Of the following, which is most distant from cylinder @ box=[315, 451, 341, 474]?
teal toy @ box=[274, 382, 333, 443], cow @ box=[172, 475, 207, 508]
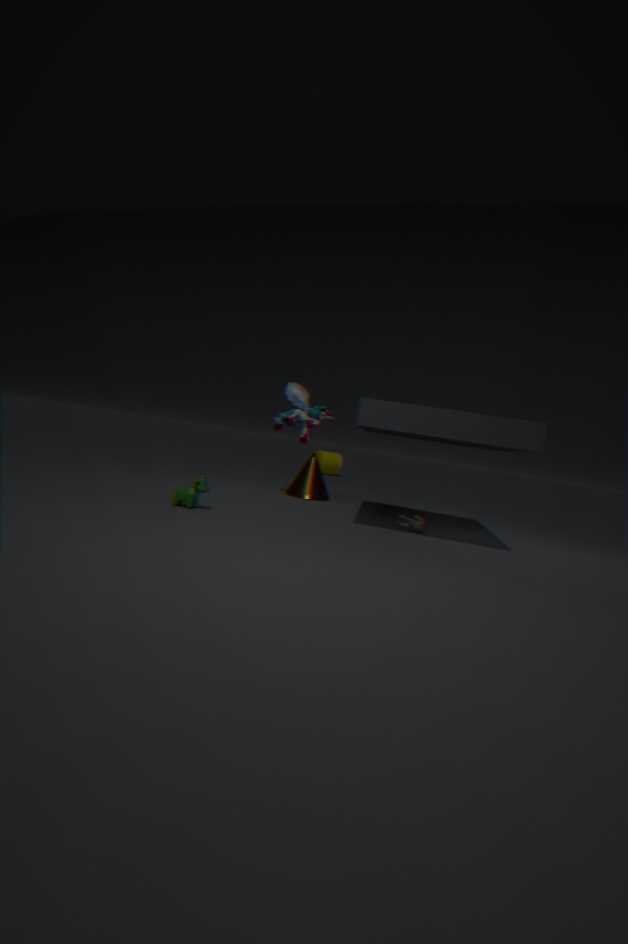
cow @ box=[172, 475, 207, 508]
